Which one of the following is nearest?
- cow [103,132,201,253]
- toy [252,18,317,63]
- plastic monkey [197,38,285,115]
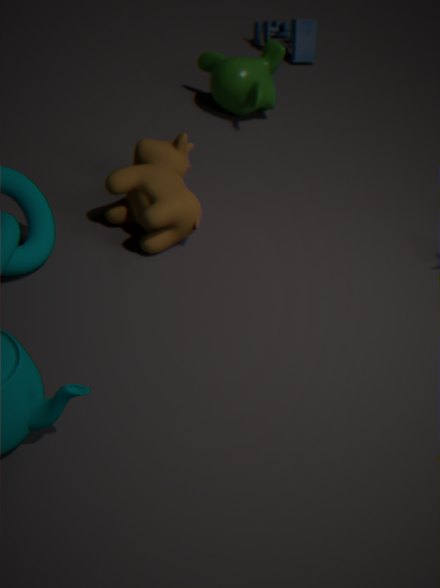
cow [103,132,201,253]
